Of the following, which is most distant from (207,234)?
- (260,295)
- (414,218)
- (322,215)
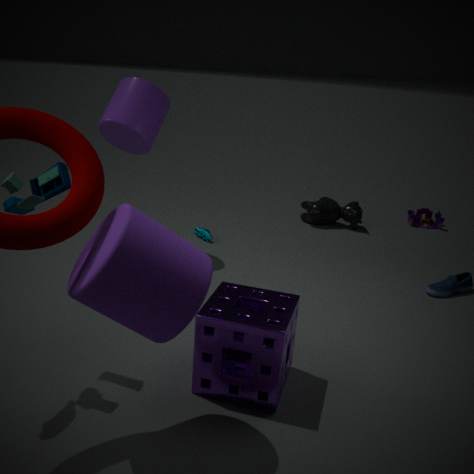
(414,218)
